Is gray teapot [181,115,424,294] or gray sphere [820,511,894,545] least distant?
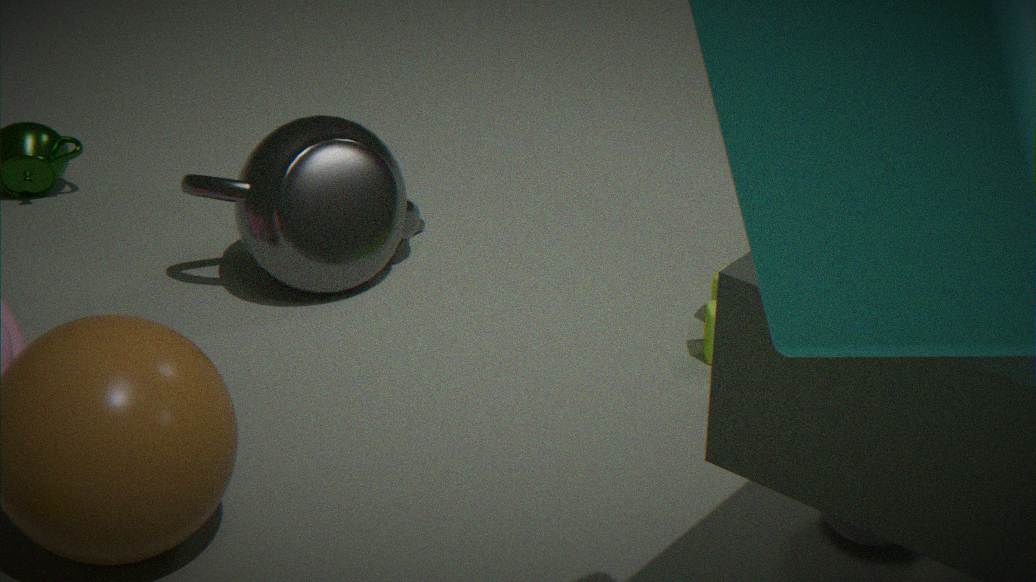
gray sphere [820,511,894,545]
